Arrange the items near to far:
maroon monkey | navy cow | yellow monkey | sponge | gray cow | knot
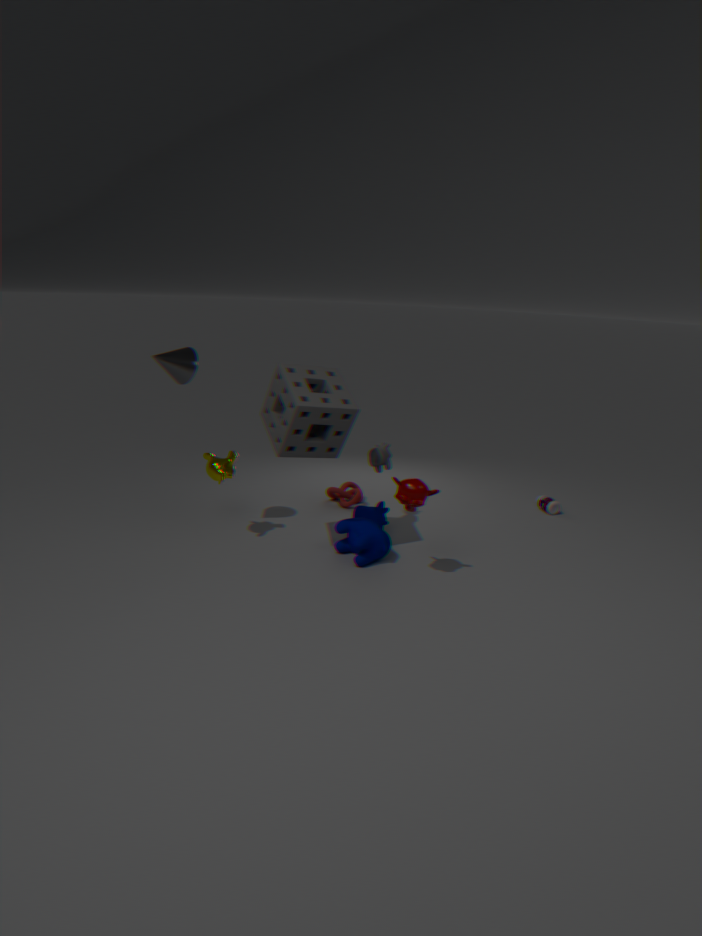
1. maroon monkey
2. sponge
3. navy cow
4. yellow monkey
5. gray cow
6. knot
